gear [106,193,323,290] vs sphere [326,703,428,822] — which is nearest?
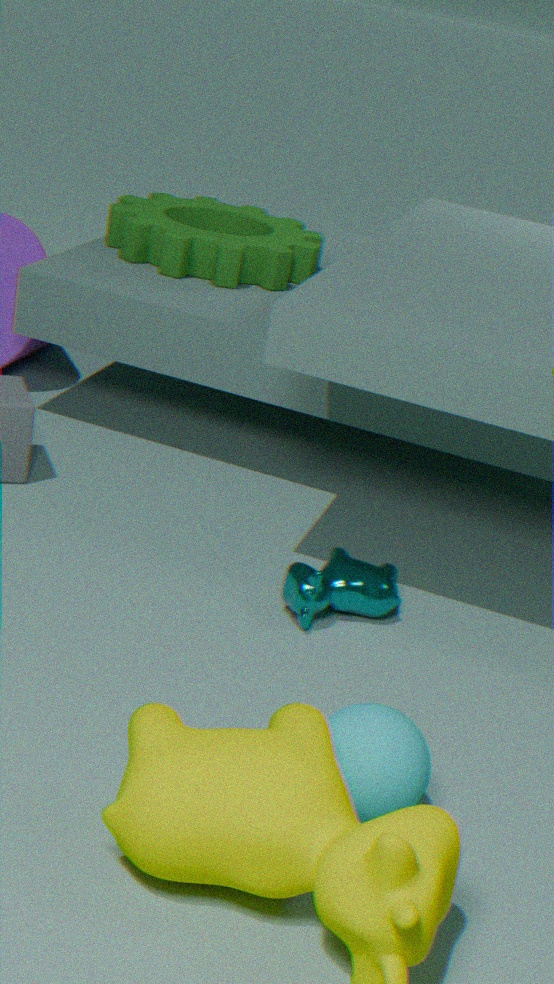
sphere [326,703,428,822]
